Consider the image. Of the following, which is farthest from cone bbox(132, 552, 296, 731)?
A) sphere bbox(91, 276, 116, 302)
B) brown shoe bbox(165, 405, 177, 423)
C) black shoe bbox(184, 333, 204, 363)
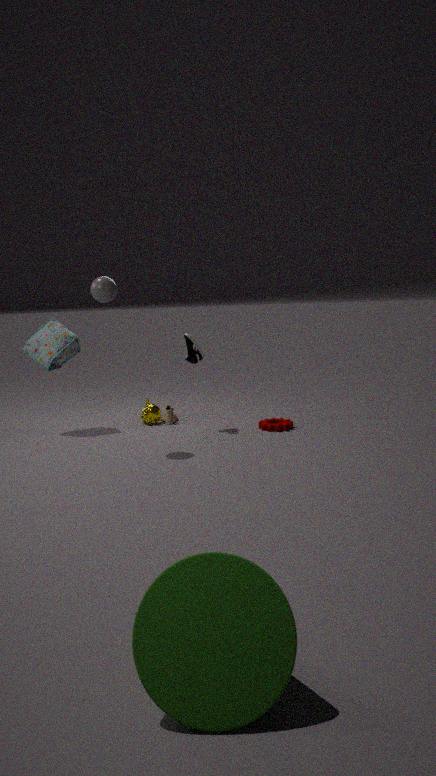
brown shoe bbox(165, 405, 177, 423)
